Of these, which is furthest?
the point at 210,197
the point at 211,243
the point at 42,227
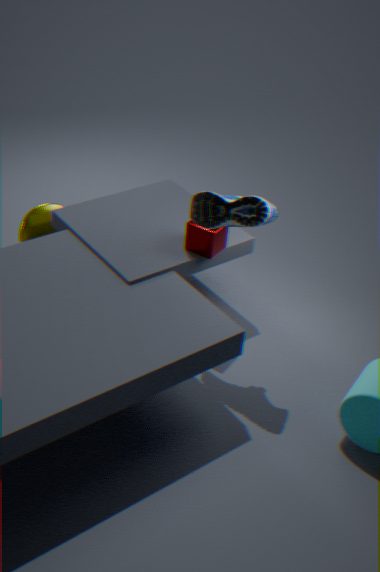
the point at 42,227
